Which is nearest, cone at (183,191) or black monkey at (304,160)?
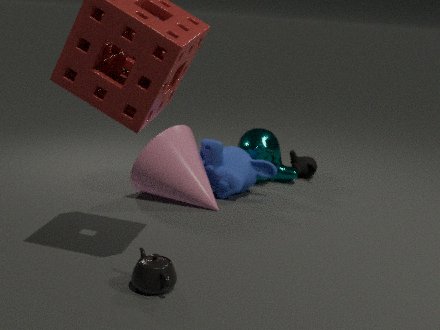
cone at (183,191)
